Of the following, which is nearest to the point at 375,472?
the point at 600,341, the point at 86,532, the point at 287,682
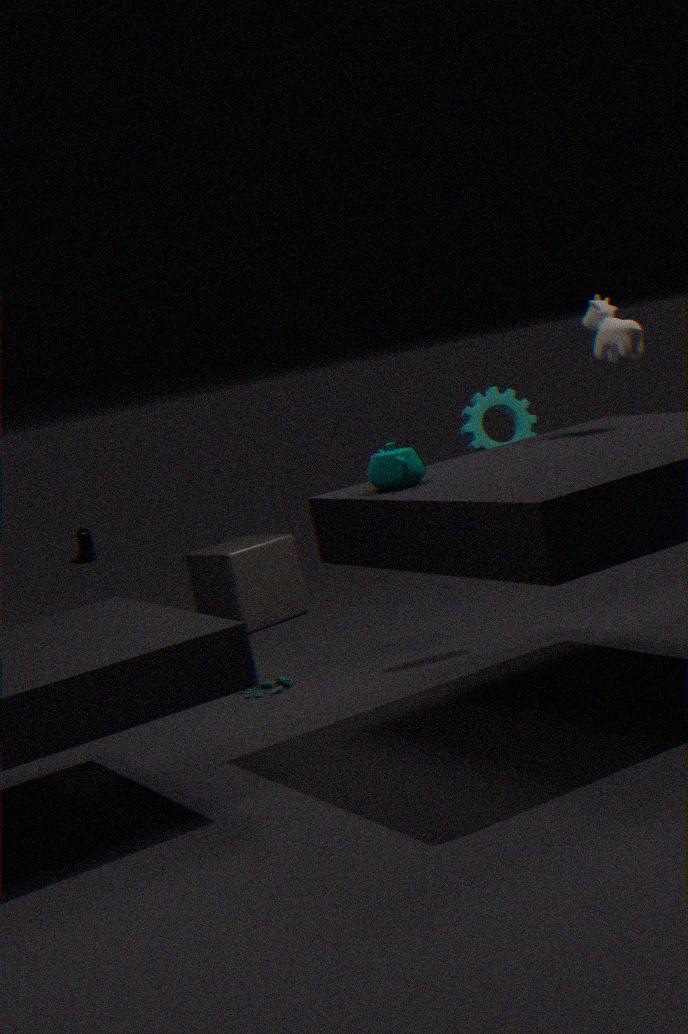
the point at 600,341
